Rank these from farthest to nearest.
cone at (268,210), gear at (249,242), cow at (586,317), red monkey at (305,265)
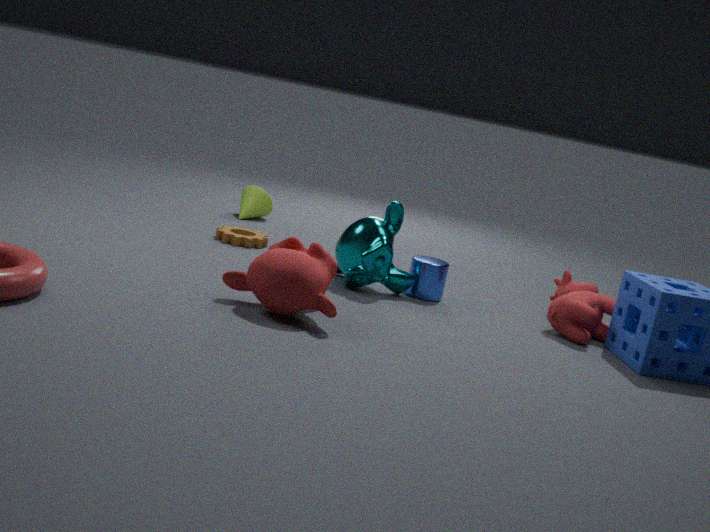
cone at (268,210), gear at (249,242), cow at (586,317), red monkey at (305,265)
